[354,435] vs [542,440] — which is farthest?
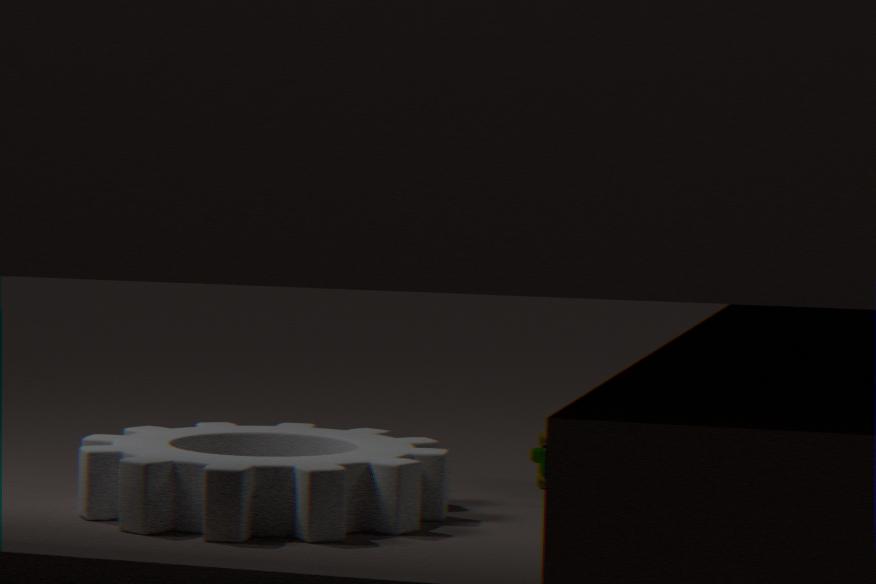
[542,440]
